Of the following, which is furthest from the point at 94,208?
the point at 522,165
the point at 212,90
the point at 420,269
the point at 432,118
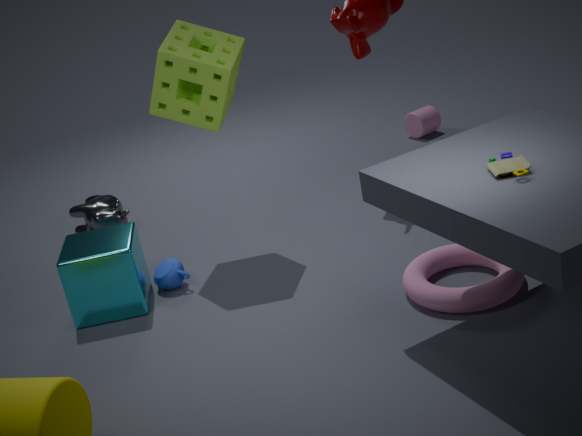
the point at 522,165
